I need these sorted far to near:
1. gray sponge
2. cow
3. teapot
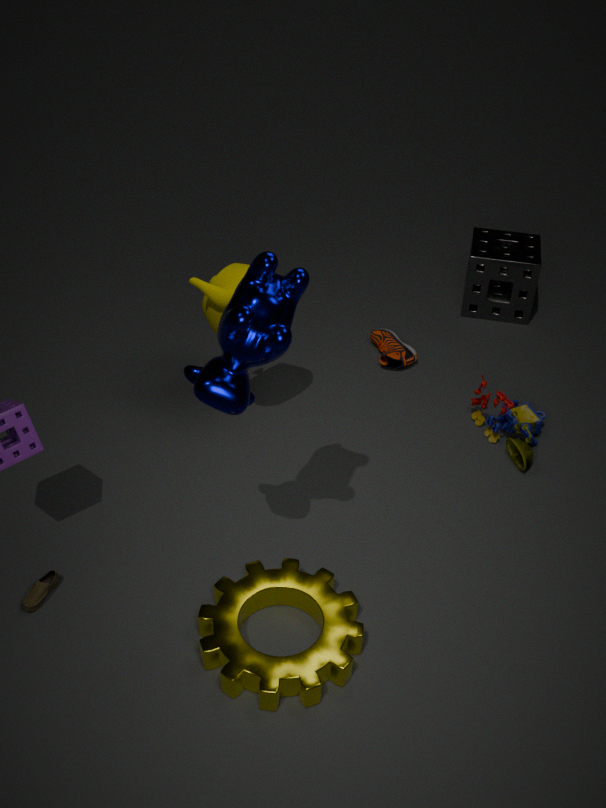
1. gray sponge
2. teapot
3. cow
